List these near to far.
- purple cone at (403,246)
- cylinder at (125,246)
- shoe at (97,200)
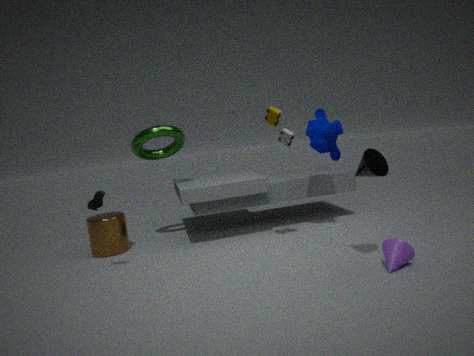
1. purple cone at (403,246)
2. shoe at (97,200)
3. cylinder at (125,246)
